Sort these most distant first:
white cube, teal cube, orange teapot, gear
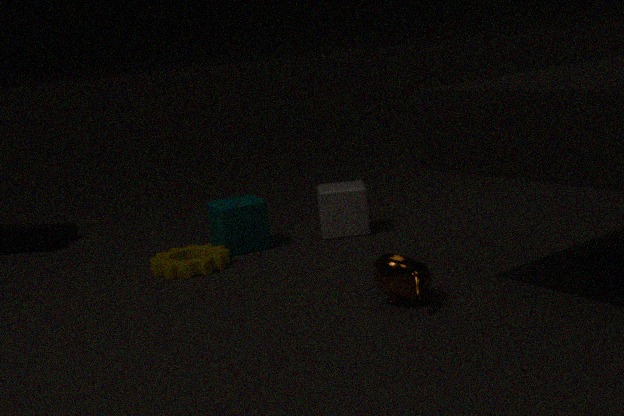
white cube < teal cube < gear < orange teapot
